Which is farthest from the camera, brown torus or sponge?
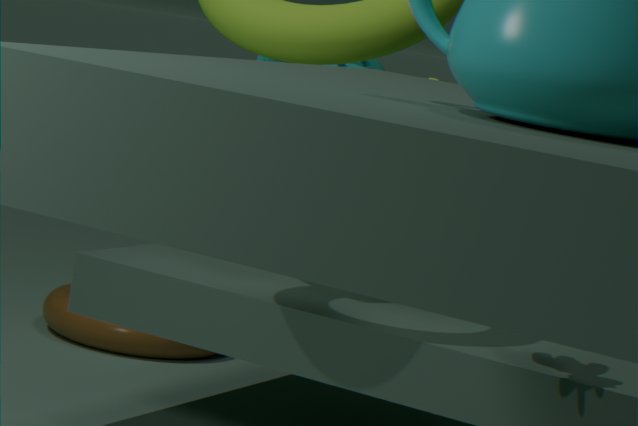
brown torus
